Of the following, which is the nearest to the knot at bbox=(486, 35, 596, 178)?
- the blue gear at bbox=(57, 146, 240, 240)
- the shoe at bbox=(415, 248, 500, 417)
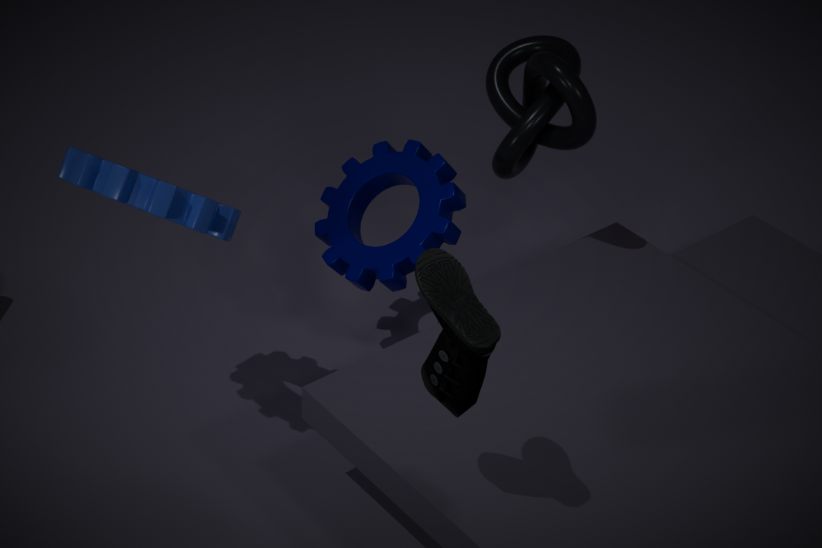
the blue gear at bbox=(57, 146, 240, 240)
